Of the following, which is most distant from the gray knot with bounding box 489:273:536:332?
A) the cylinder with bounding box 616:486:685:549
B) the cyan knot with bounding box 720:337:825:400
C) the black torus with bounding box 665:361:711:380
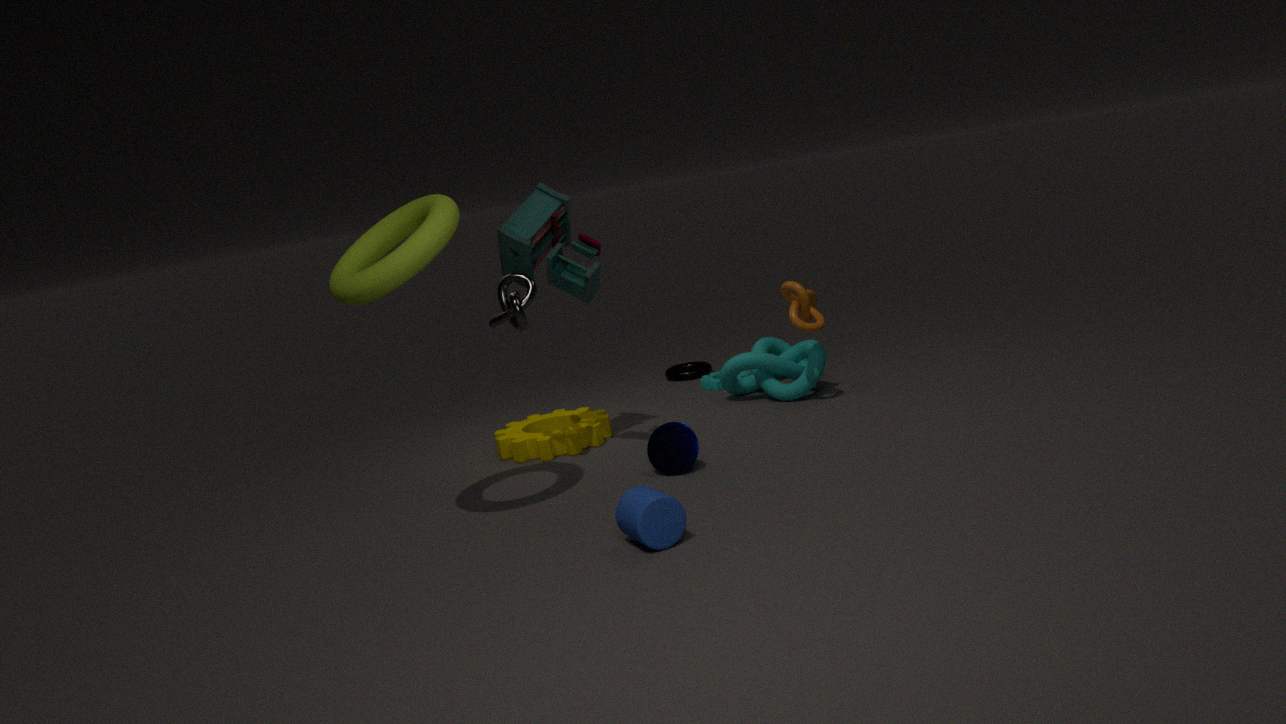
the black torus with bounding box 665:361:711:380
